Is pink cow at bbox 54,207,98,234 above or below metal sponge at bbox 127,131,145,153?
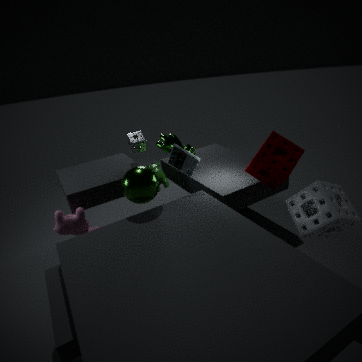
below
